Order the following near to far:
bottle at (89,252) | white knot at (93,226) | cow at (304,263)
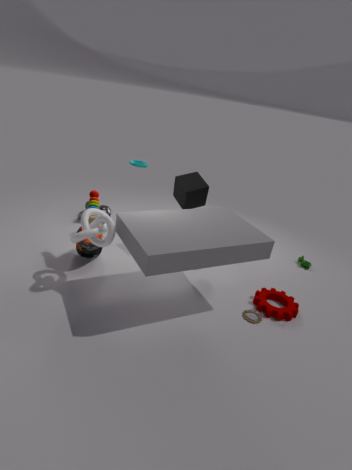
white knot at (93,226) → bottle at (89,252) → cow at (304,263)
